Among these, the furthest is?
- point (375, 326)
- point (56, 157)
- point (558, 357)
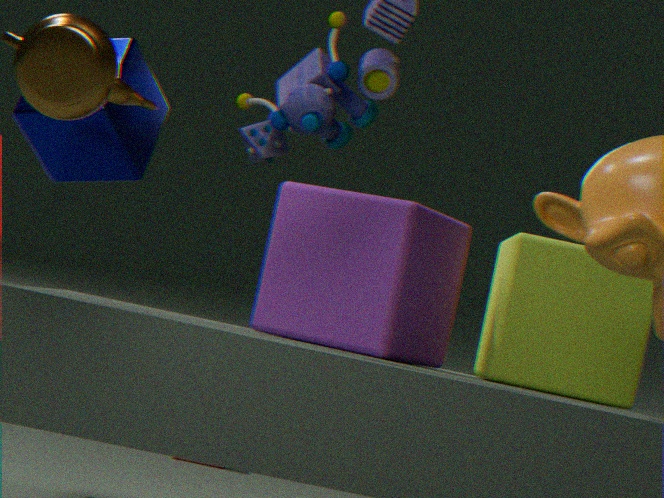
point (558, 357)
